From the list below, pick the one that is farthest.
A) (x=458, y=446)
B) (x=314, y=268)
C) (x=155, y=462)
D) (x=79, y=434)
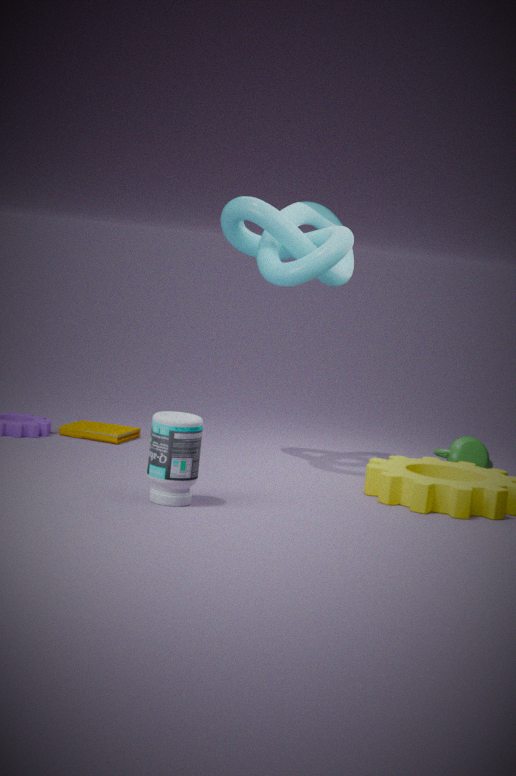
(x=79, y=434)
